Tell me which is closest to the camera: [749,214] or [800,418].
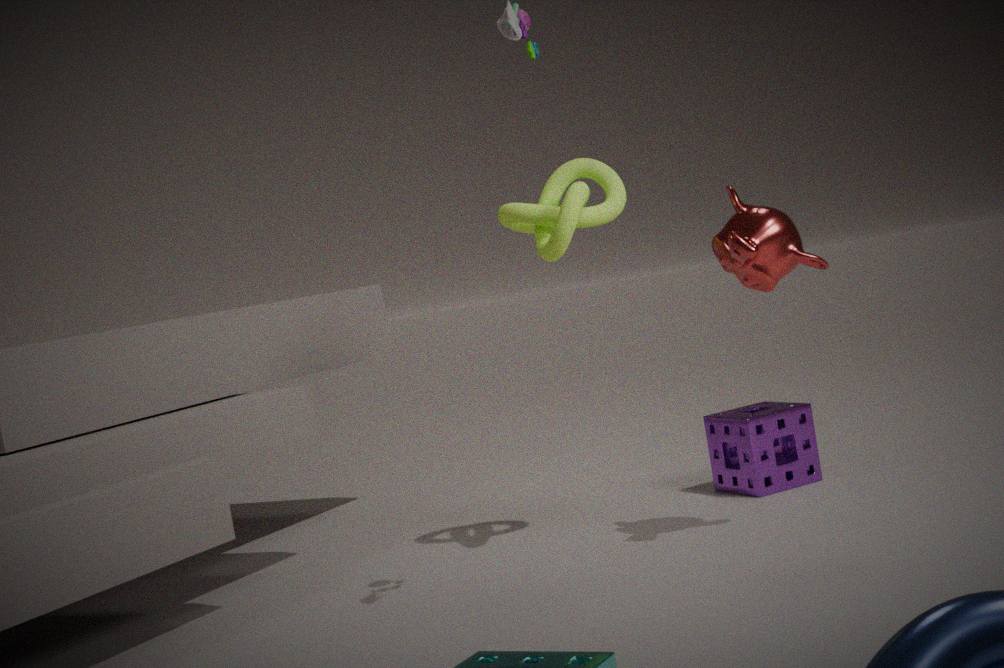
[749,214]
